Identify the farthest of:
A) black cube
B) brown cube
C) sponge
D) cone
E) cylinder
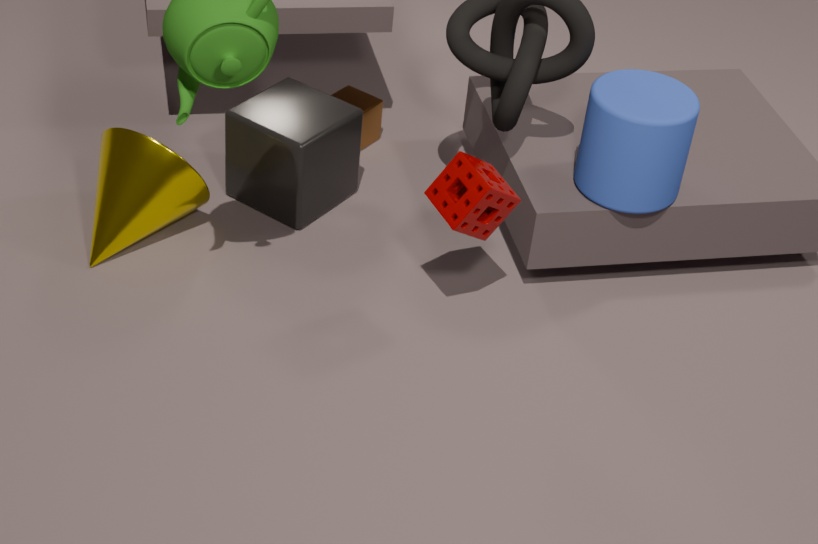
brown cube
